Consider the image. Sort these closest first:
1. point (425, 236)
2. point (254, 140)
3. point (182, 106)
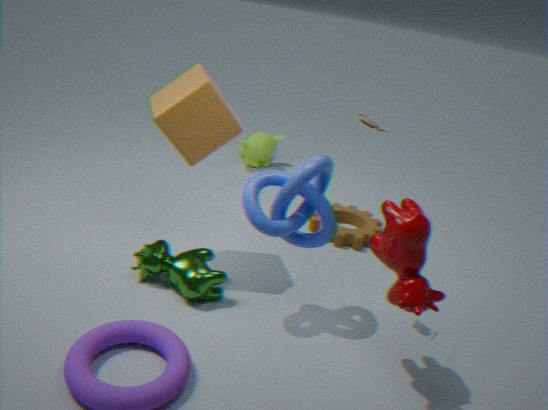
point (425, 236) → point (182, 106) → point (254, 140)
